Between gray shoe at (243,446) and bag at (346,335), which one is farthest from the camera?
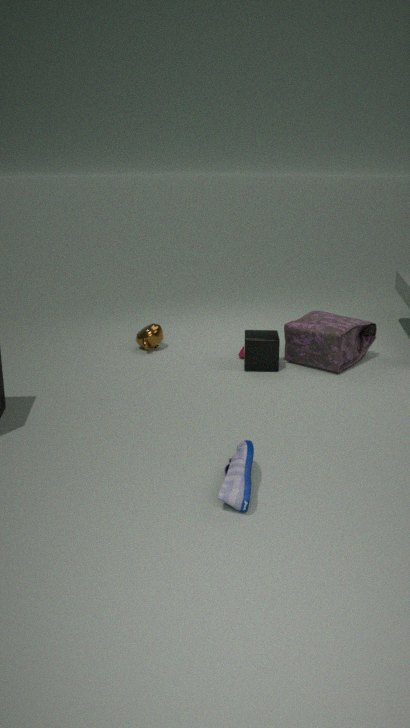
bag at (346,335)
